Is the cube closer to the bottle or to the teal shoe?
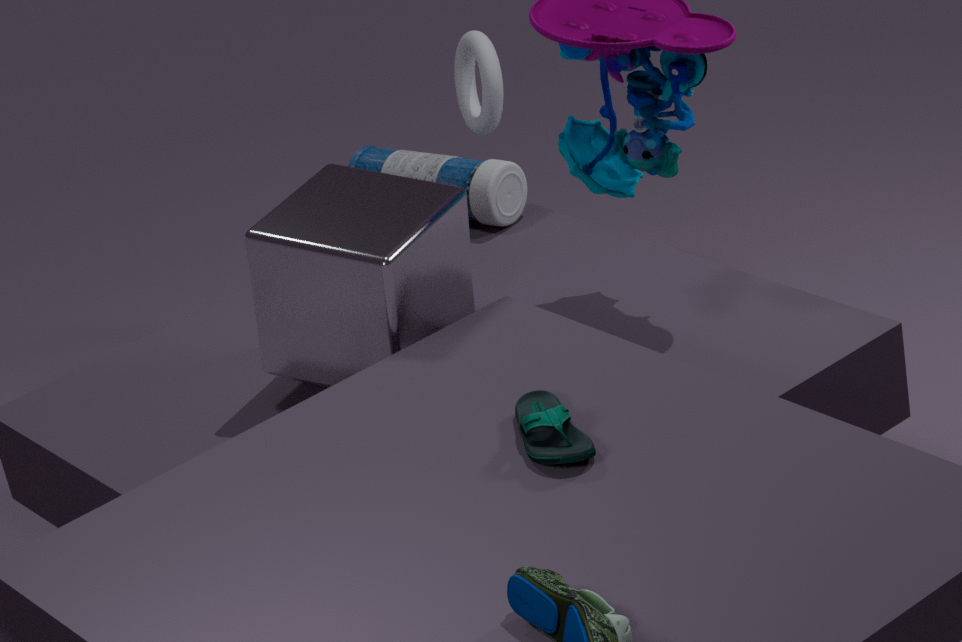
the teal shoe
